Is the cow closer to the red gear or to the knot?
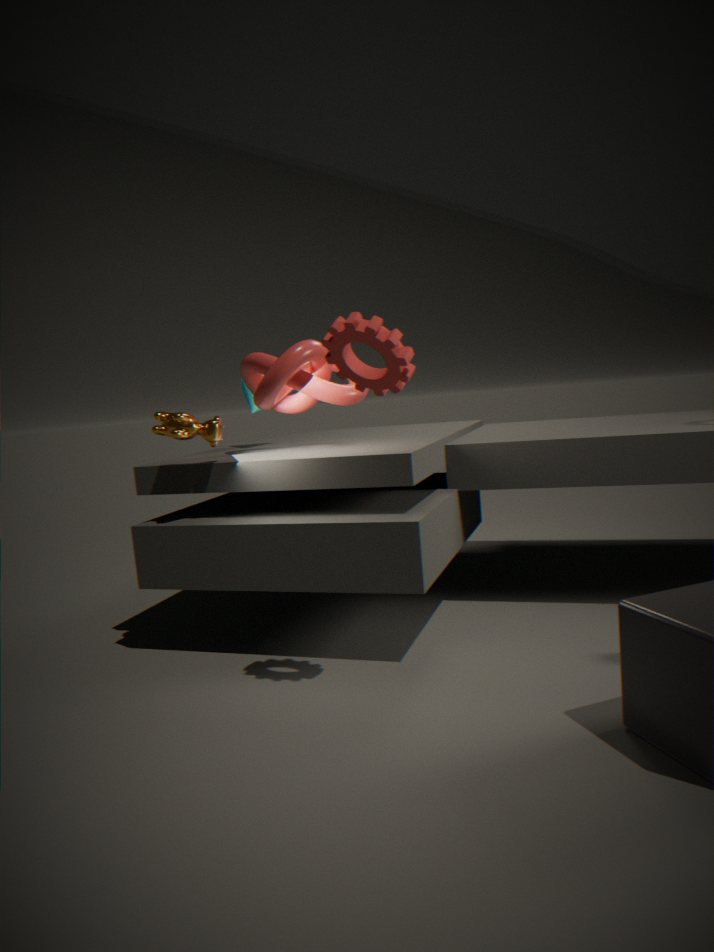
the knot
